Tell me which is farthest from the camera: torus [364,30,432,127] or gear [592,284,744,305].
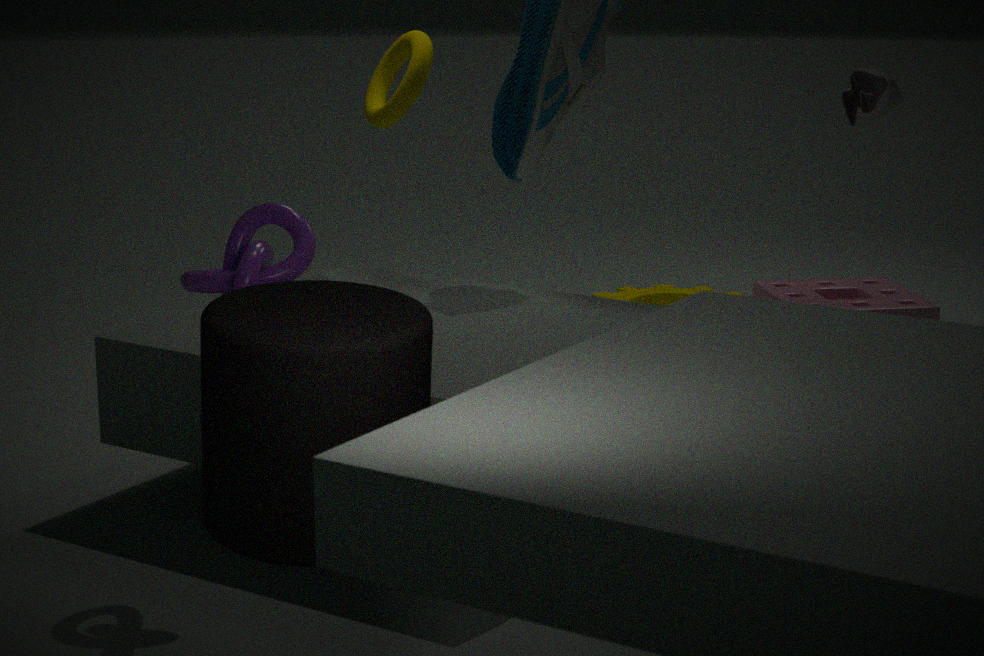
gear [592,284,744,305]
